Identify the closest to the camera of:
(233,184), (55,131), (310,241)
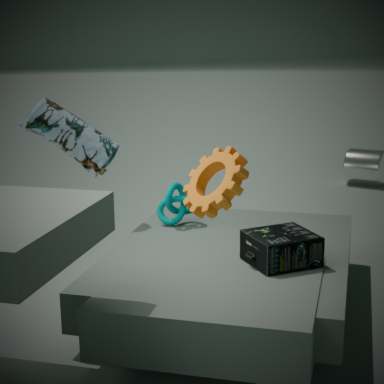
(233,184)
